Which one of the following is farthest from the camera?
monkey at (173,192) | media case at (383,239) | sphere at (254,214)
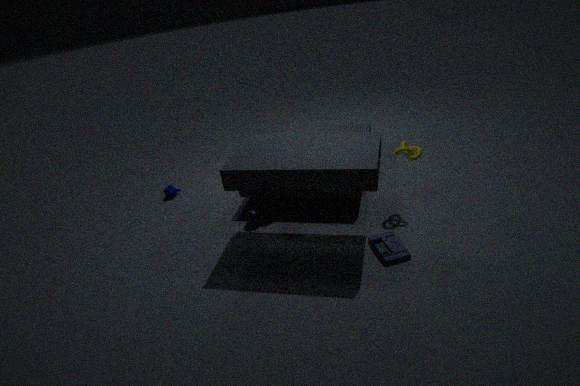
monkey at (173,192)
